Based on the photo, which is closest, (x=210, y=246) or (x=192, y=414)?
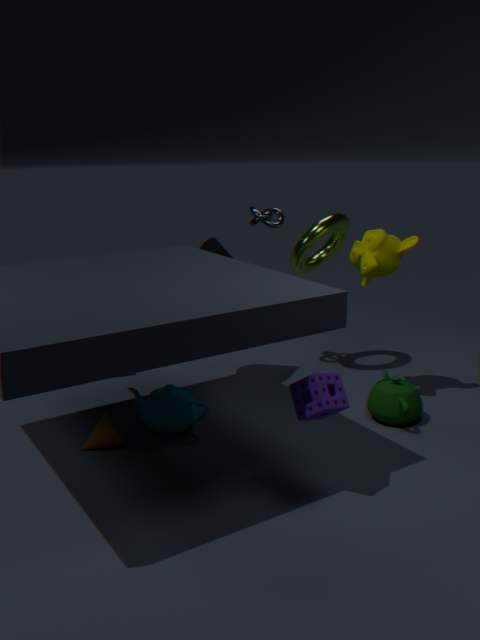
(x=192, y=414)
